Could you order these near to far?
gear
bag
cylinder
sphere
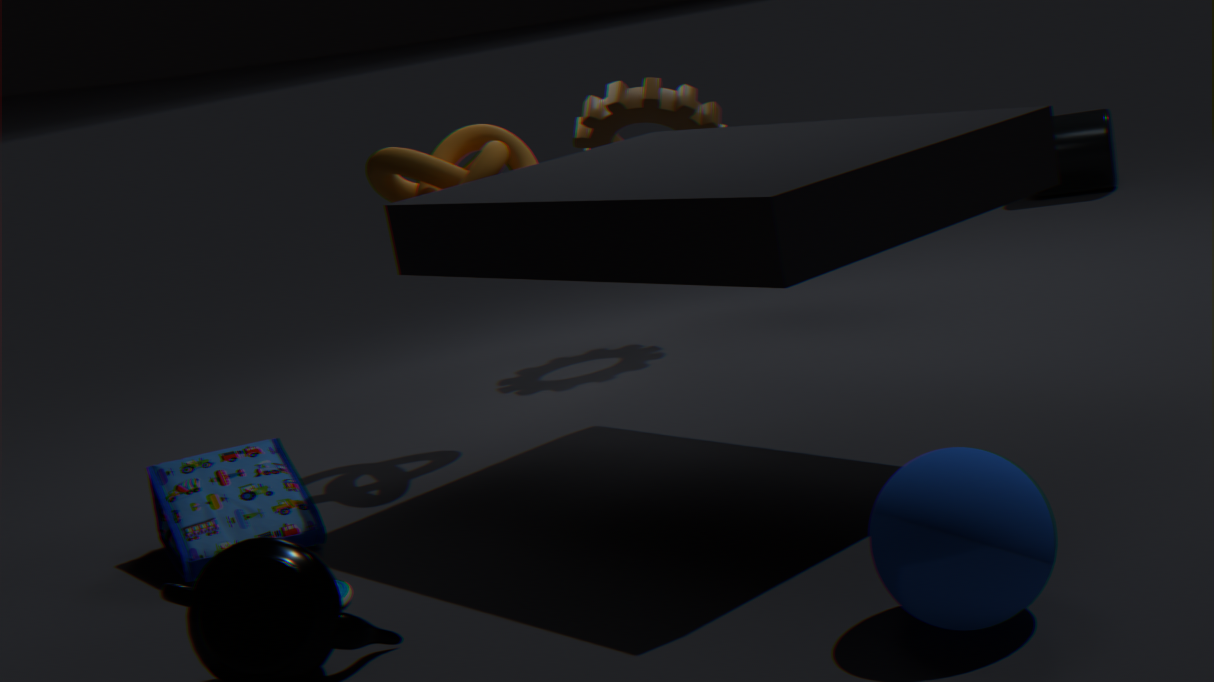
sphere → bag → gear → cylinder
